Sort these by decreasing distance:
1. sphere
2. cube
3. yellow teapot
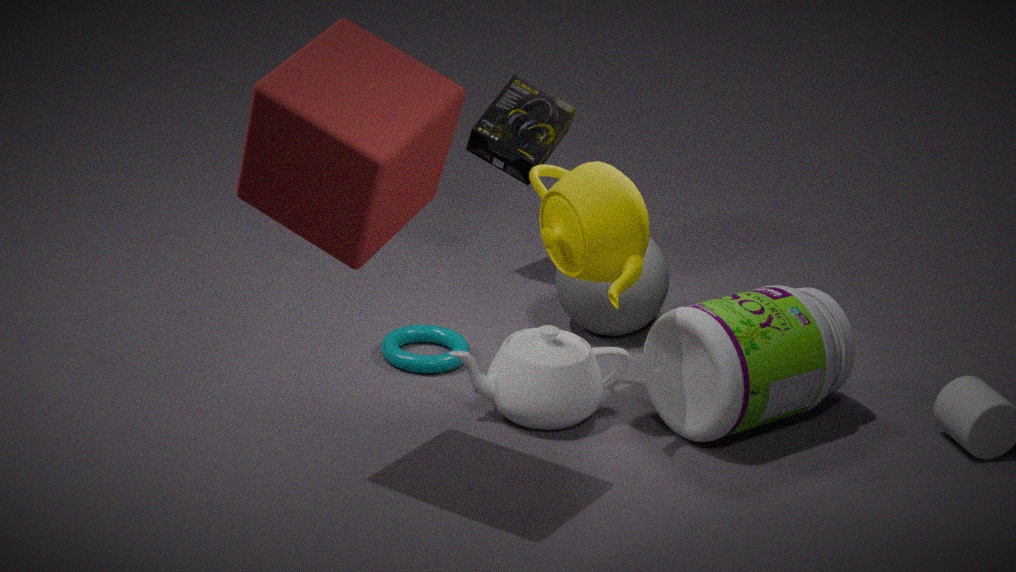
sphere → yellow teapot → cube
